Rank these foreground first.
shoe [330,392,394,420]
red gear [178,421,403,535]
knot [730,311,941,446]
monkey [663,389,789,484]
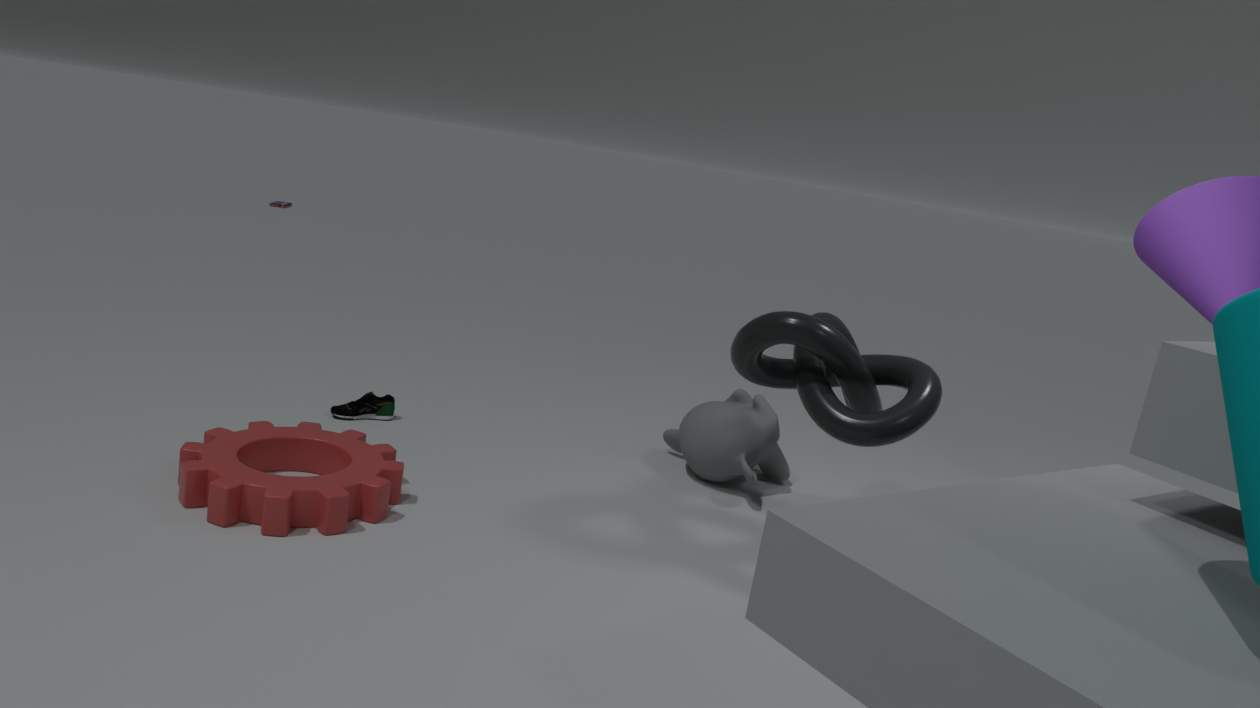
red gear [178,421,403,535], knot [730,311,941,446], monkey [663,389,789,484], shoe [330,392,394,420]
